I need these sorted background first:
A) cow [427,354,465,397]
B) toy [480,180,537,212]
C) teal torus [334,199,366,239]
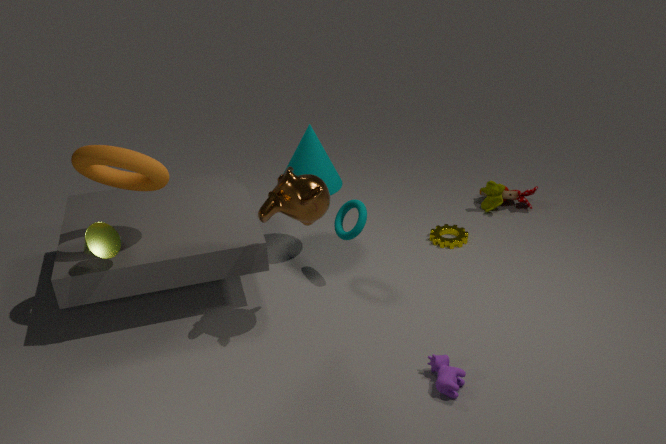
toy [480,180,537,212], teal torus [334,199,366,239], cow [427,354,465,397]
